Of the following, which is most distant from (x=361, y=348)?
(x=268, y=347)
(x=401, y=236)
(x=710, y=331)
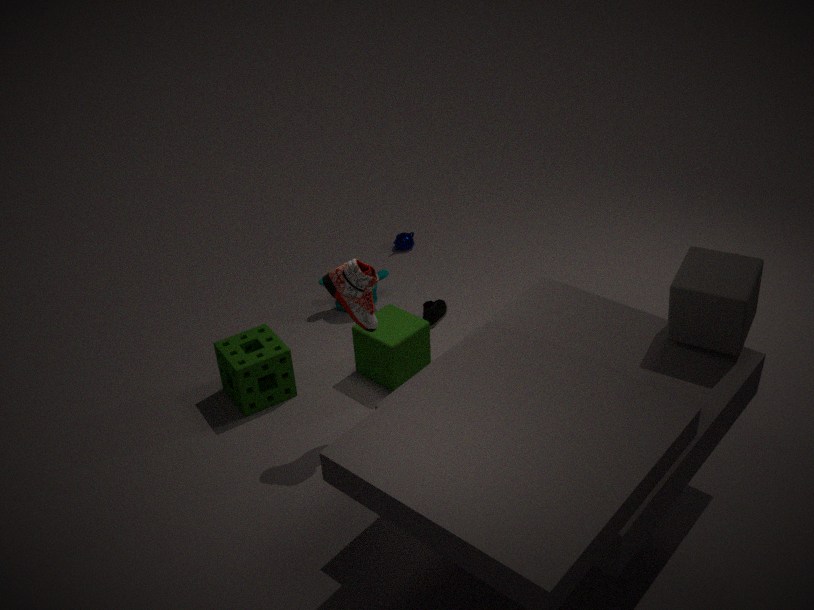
(x=710, y=331)
